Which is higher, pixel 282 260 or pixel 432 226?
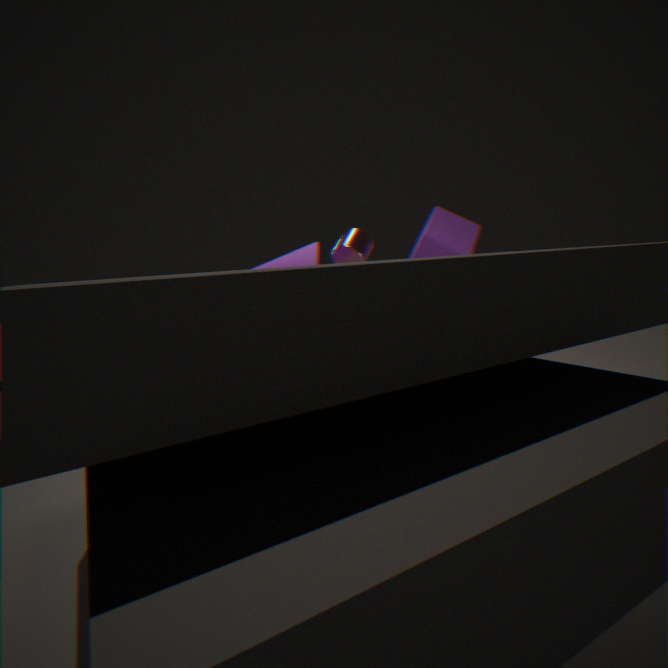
pixel 432 226
